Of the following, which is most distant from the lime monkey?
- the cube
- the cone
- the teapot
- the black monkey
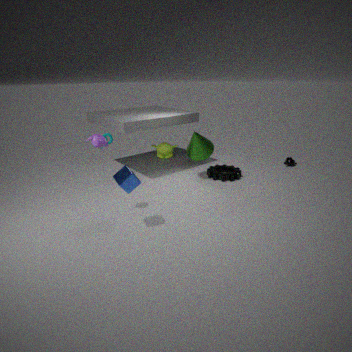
the cube
